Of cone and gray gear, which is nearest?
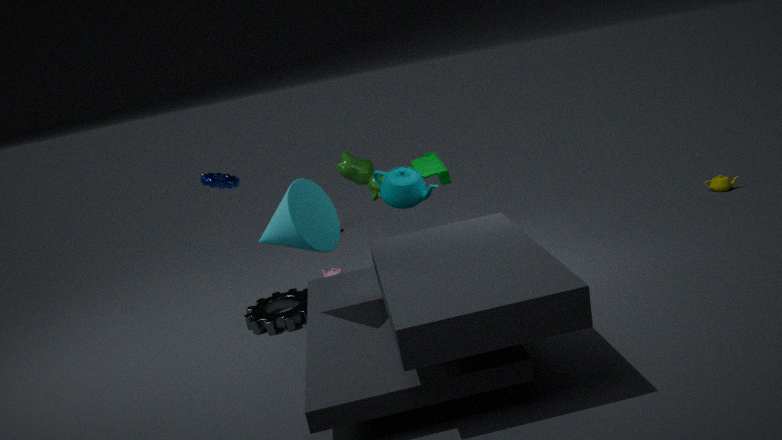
cone
